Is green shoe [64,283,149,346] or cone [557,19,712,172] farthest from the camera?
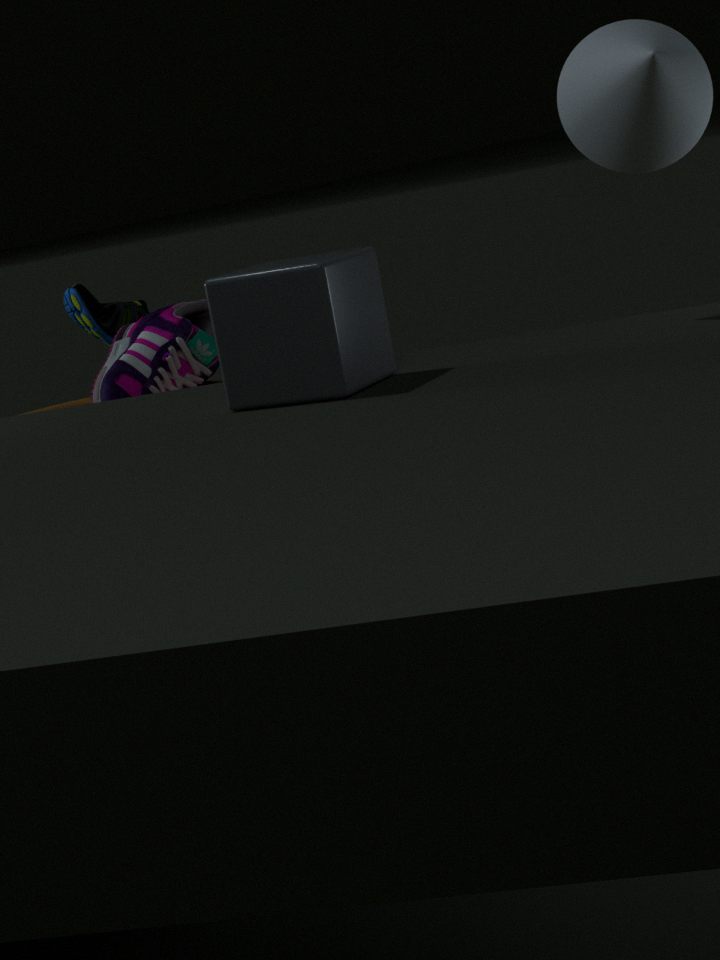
green shoe [64,283,149,346]
